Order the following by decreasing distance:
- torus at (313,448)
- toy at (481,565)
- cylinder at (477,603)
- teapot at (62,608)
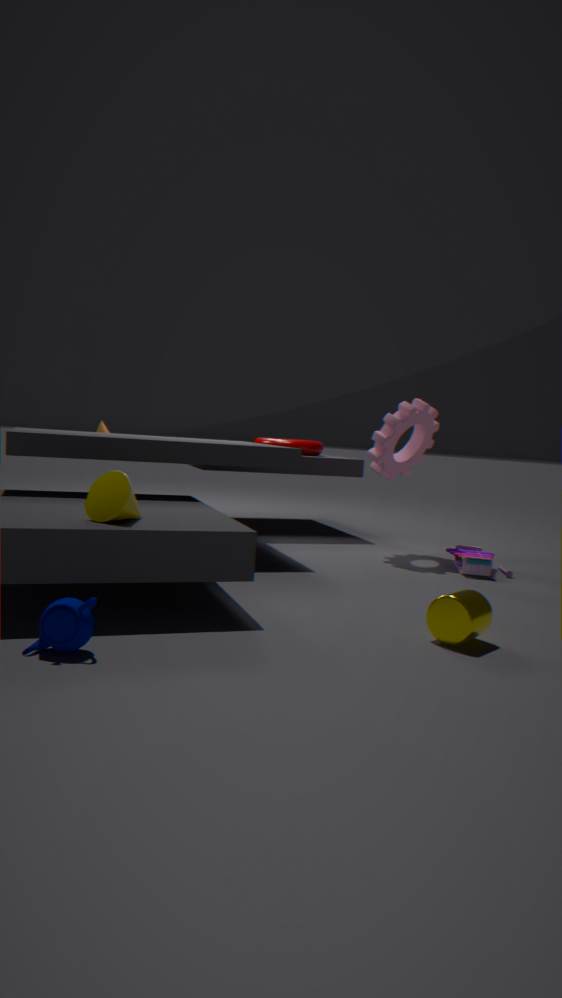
torus at (313,448) < toy at (481,565) < cylinder at (477,603) < teapot at (62,608)
